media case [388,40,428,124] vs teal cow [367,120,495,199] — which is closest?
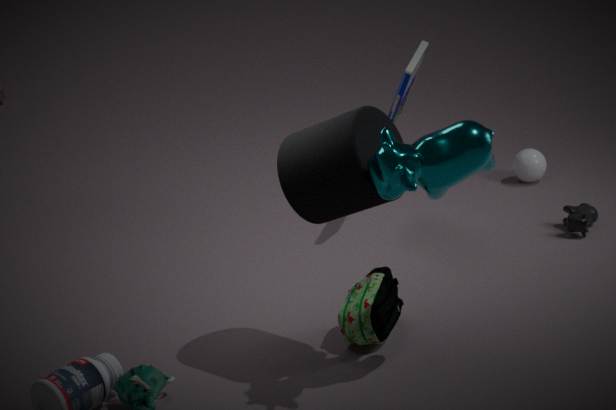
teal cow [367,120,495,199]
